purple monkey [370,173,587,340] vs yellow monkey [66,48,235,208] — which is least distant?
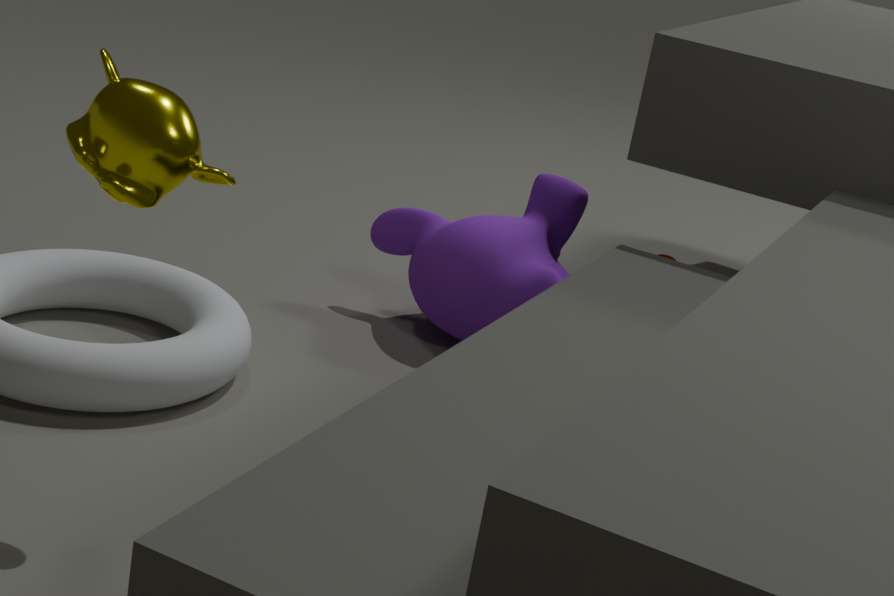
yellow monkey [66,48,235,208]
